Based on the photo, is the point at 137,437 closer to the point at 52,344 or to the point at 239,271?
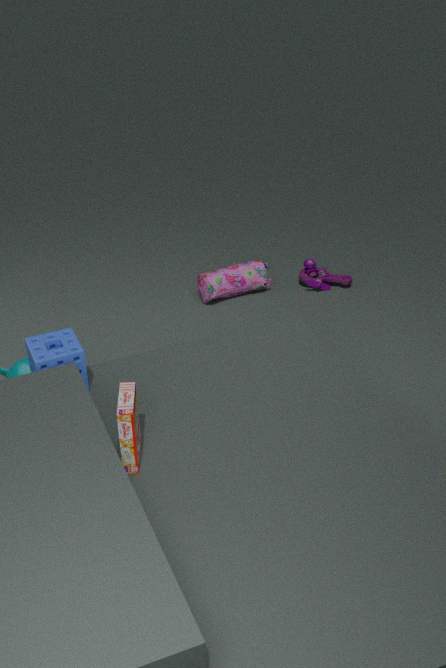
the point at 52,344
